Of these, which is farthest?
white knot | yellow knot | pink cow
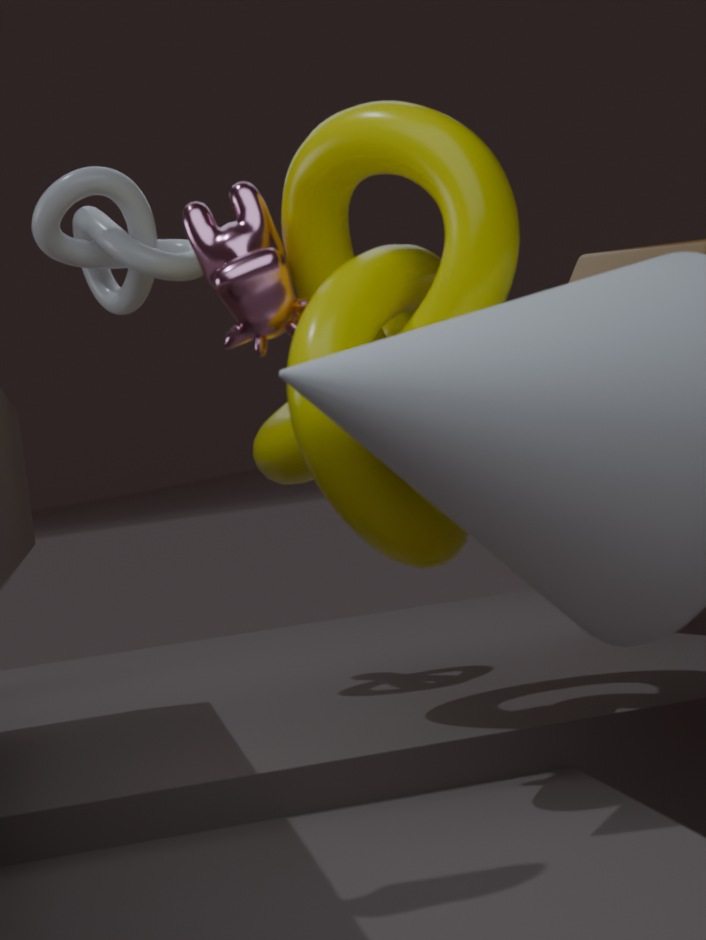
white knot
